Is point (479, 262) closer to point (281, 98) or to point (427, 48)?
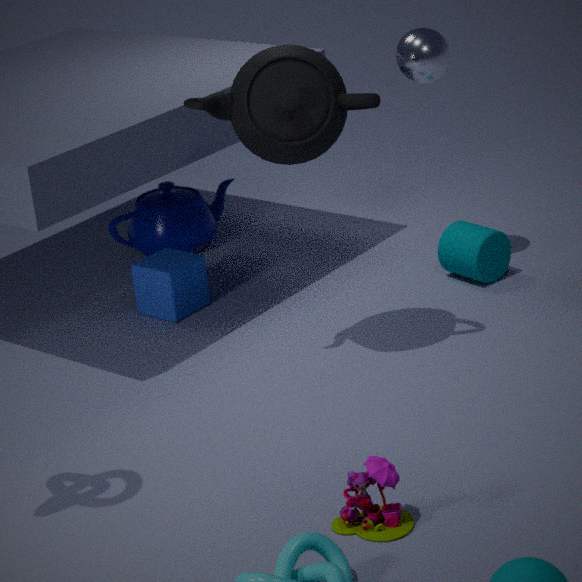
point (427, 48)
